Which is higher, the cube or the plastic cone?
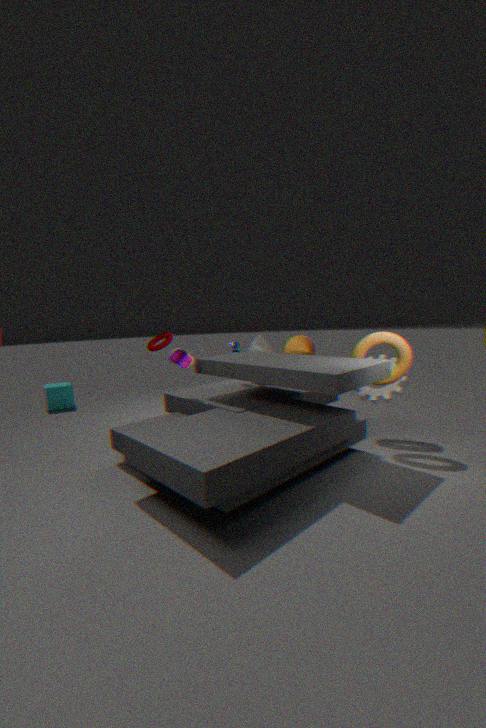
the plastic cone
